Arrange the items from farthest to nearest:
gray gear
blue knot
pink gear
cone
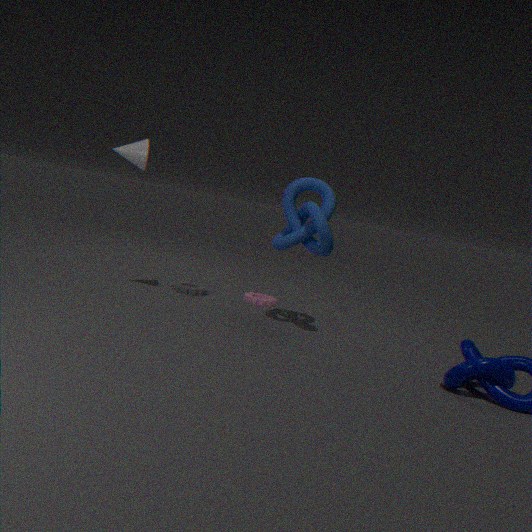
pink gear
gray gear
cone
blue knot
